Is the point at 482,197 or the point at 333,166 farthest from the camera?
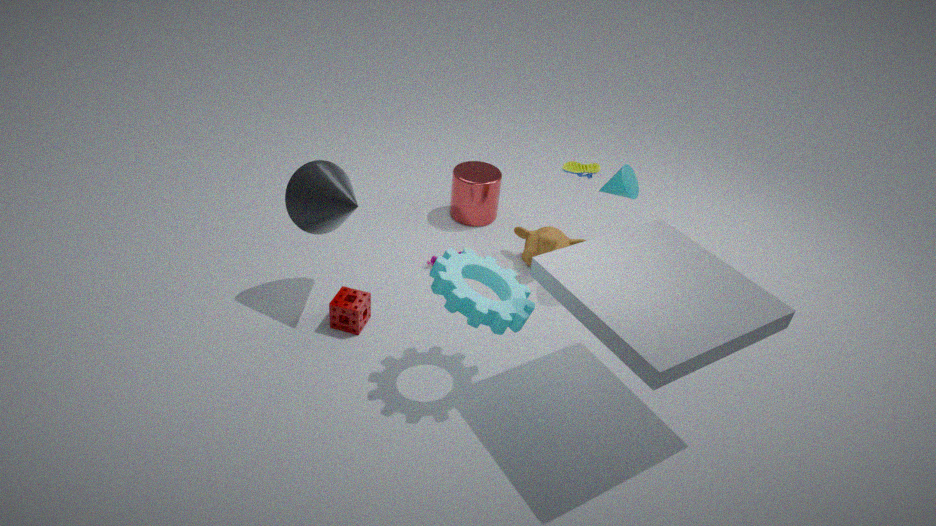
the point at 482,197
